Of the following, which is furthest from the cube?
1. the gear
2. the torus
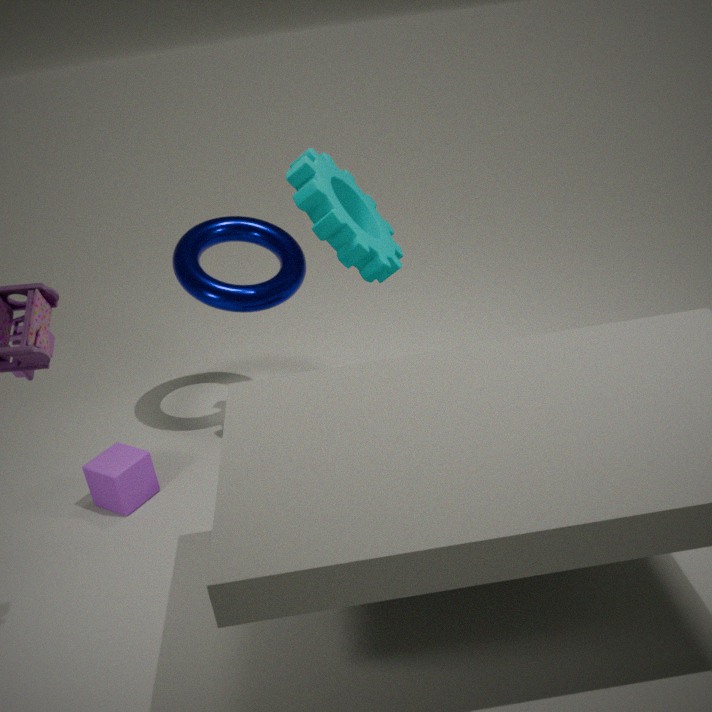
the gear
